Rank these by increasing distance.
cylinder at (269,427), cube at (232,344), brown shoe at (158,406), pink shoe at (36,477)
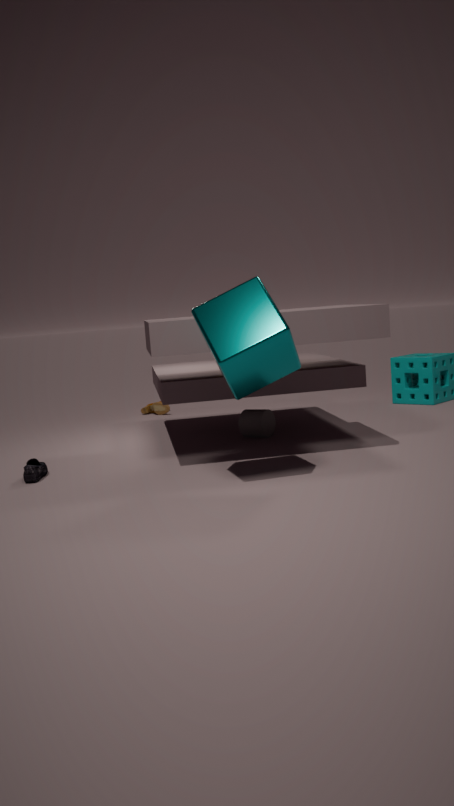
cube at (232,344)
pink shoe at (36,477)
cylinder at (269,427)
brown shoe at (158,406)
